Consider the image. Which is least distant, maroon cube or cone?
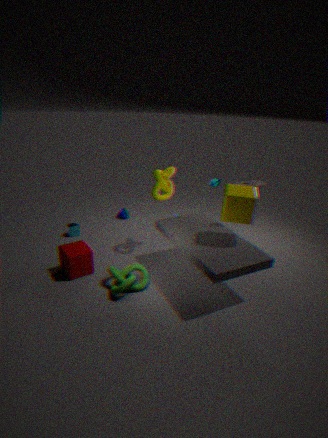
maroon cube
